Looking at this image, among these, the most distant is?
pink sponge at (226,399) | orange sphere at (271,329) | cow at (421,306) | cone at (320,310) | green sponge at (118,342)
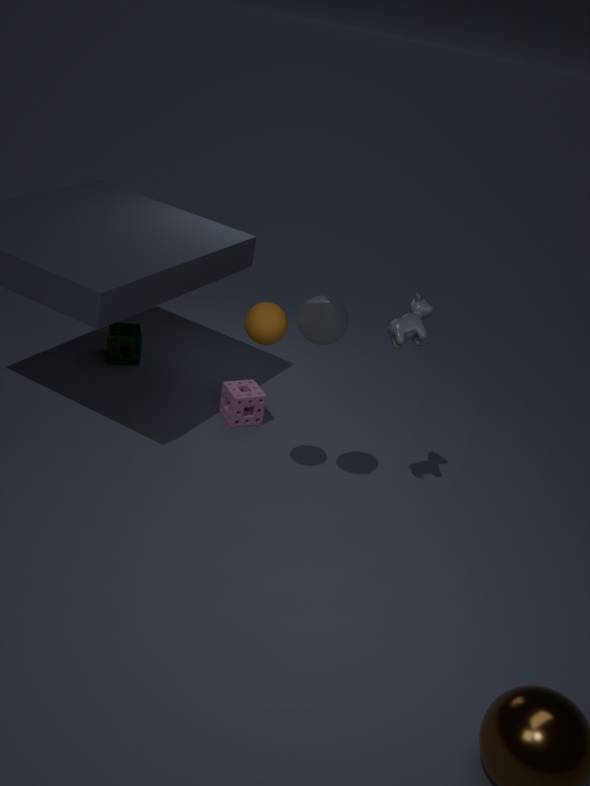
green sponge at (118,342)
